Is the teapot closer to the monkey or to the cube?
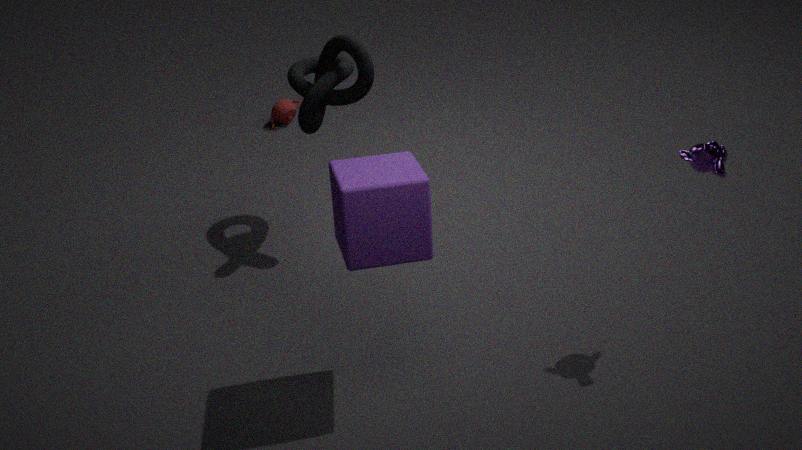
the cube
